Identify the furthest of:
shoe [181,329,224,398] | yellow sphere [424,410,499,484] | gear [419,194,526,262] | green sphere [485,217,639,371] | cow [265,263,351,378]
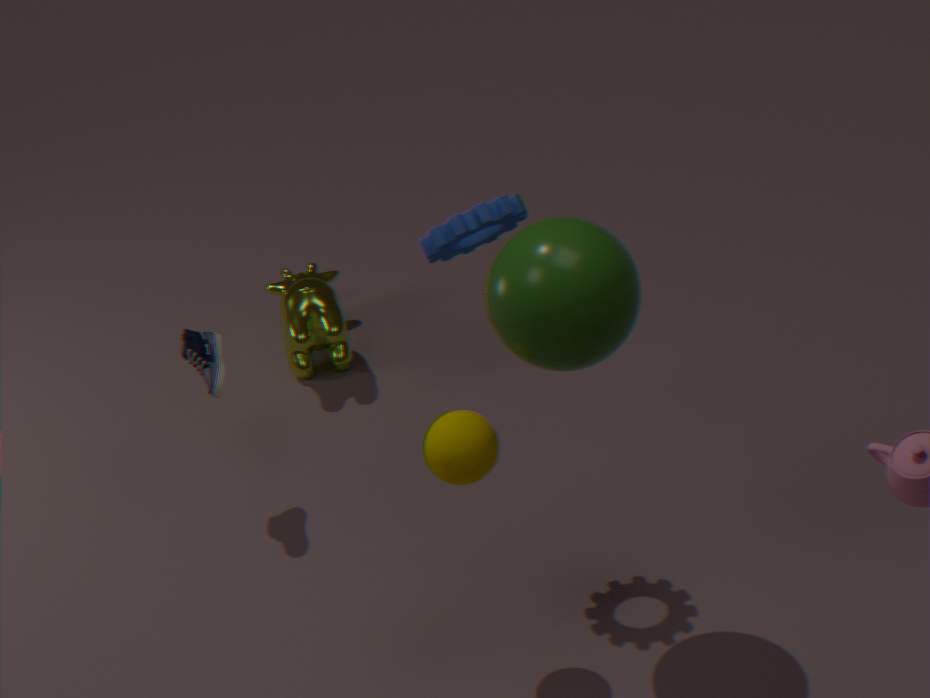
cow [265,263,351,378]
